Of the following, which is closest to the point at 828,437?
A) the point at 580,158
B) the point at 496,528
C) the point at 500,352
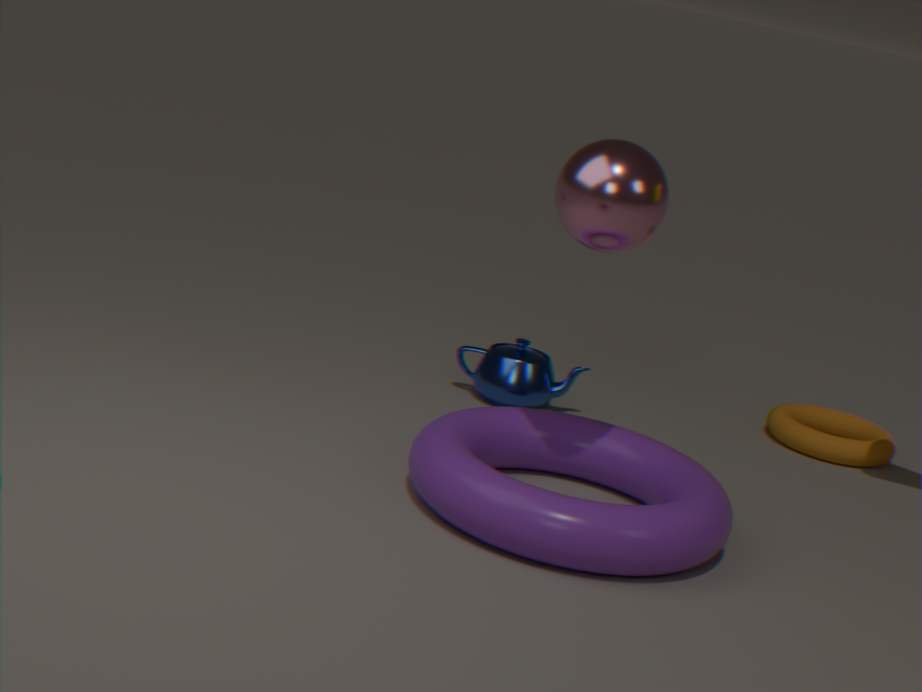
the point at 500,352
